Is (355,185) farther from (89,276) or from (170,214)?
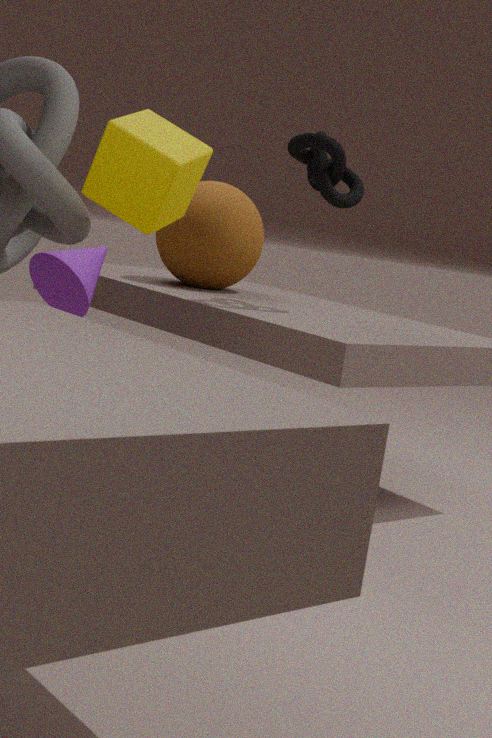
(170,214)
